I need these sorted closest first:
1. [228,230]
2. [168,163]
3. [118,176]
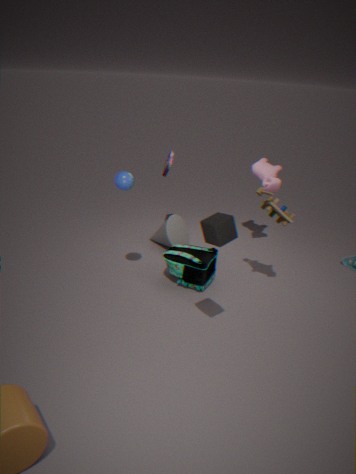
1. [228,230]
2. [118,176]
3. [168,163]
